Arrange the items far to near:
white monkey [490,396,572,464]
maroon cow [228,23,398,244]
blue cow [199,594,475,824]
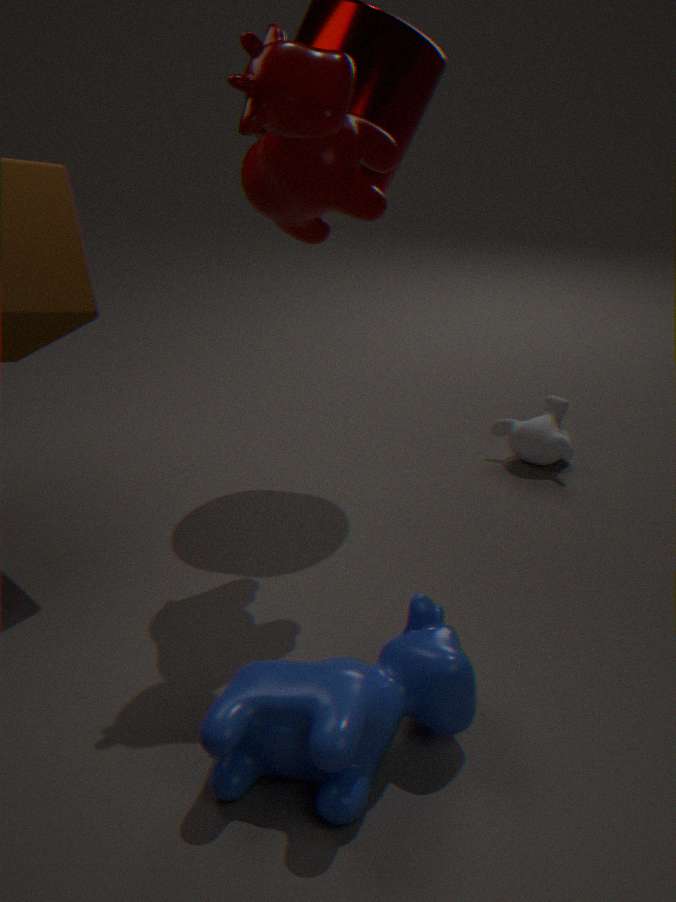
1. white monkey [490,396,572,464]
2. maroon cow [228,23,398,244]
3. blue cow [199,594,475,824]
